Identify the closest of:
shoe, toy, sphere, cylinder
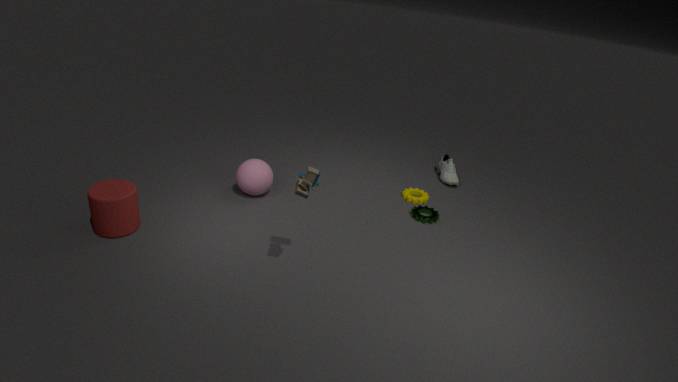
toy
